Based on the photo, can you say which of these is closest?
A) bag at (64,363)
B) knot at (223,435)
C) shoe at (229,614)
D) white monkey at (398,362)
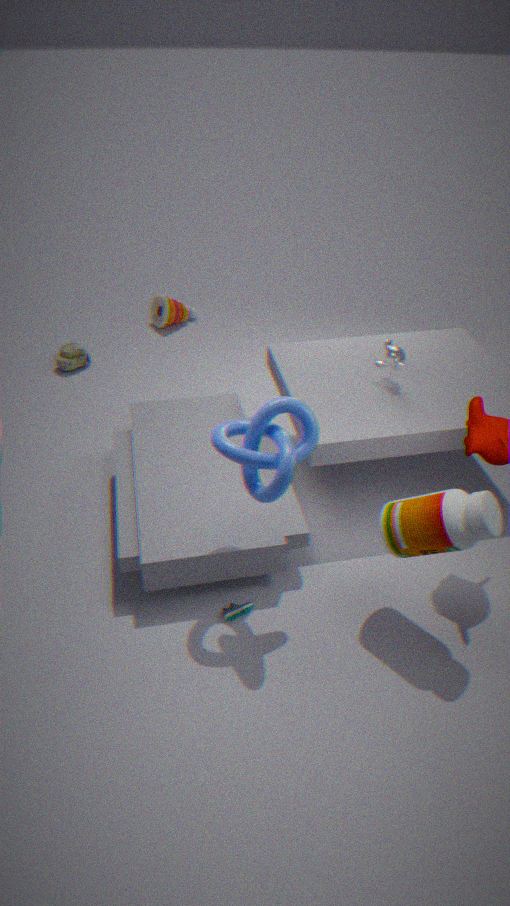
knot at (223,435)
